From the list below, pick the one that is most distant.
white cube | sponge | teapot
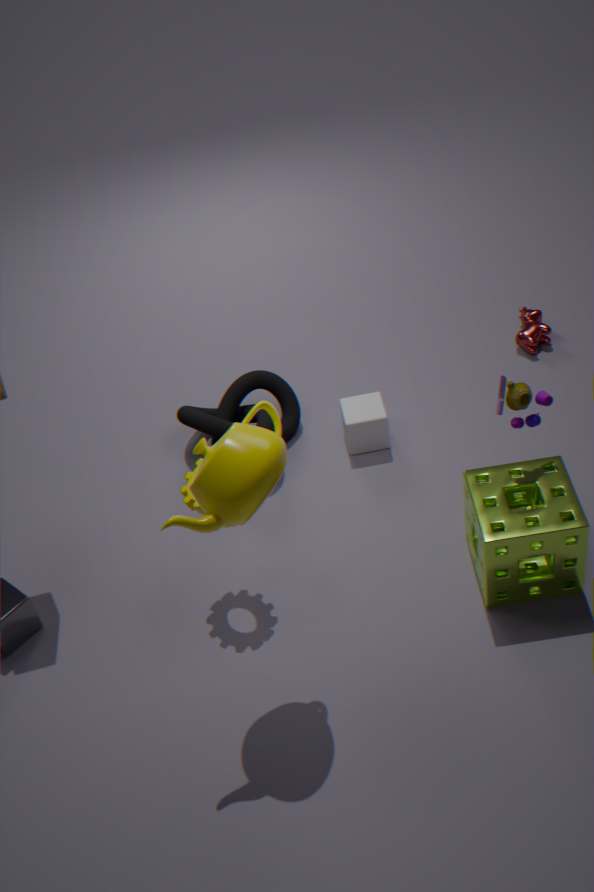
white cube
